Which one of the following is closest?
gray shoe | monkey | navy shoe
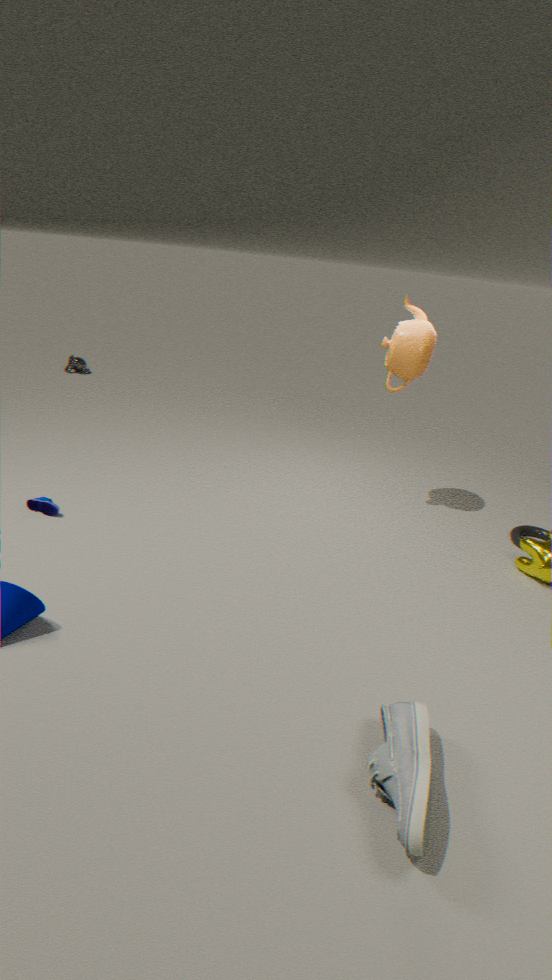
gray shoe
